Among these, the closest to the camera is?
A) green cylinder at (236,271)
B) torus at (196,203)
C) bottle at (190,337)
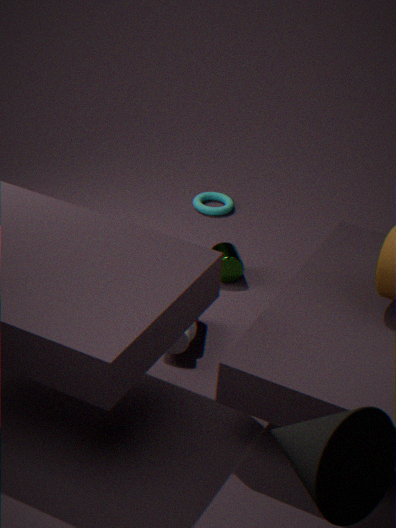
bottle at (190,337)
